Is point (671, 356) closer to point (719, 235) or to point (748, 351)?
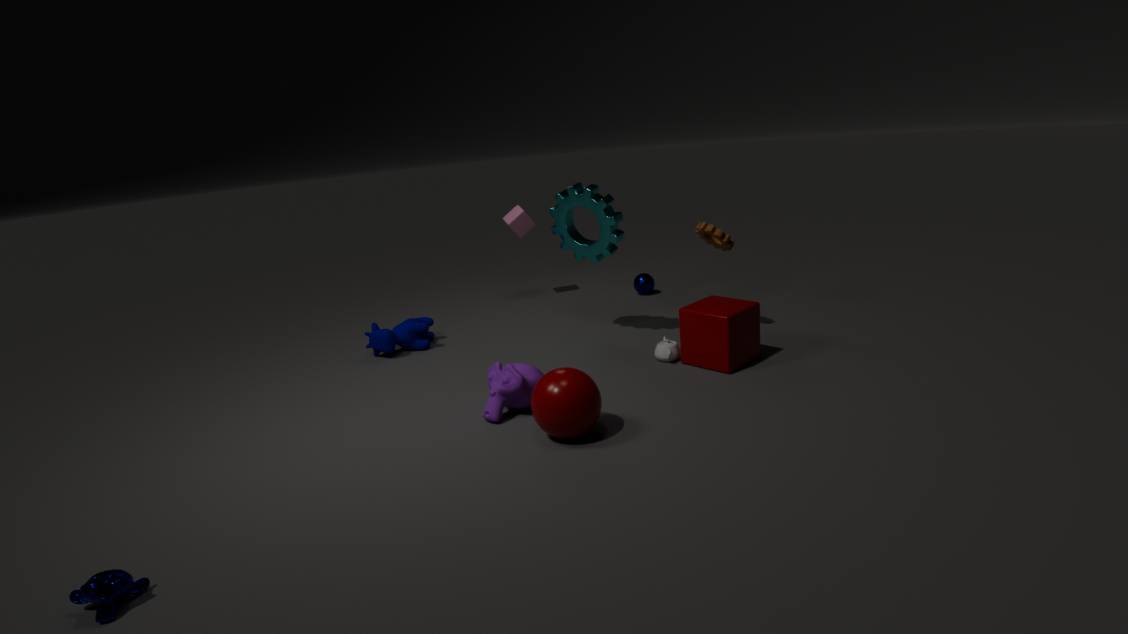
point (748, 351)
